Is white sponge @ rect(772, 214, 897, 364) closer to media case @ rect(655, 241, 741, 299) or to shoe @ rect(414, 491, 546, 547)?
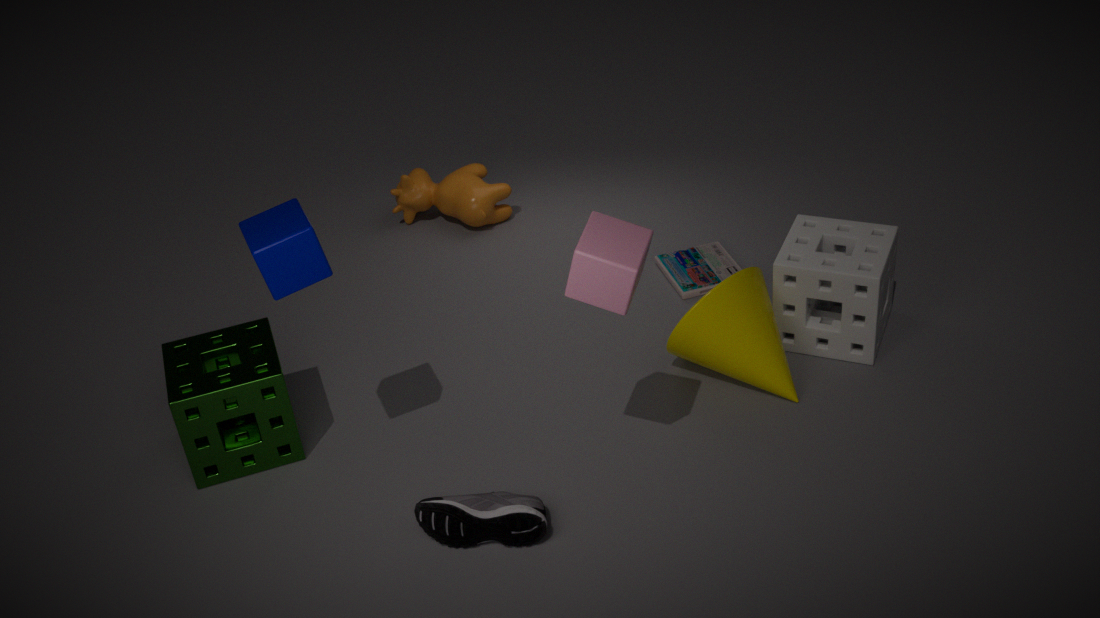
media case @ rect(655, 241, 741, 299)
